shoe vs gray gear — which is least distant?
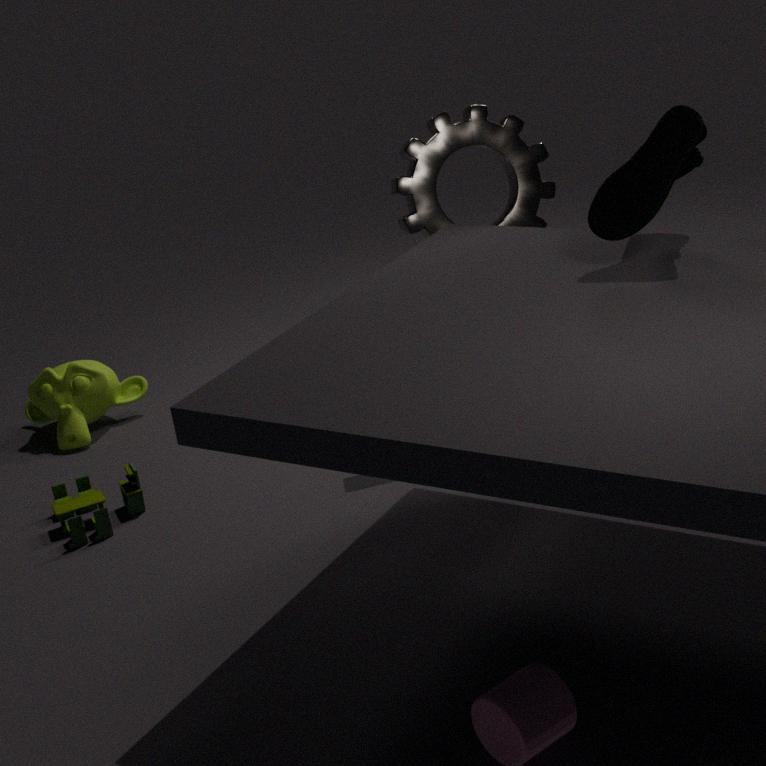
shoe
